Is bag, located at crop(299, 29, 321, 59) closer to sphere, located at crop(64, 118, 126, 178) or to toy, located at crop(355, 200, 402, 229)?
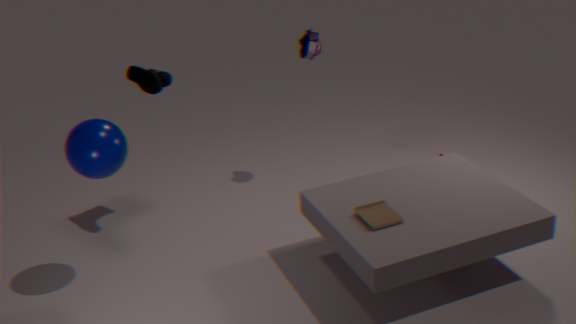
toy, located at crop(355, 200, 402, 229)
